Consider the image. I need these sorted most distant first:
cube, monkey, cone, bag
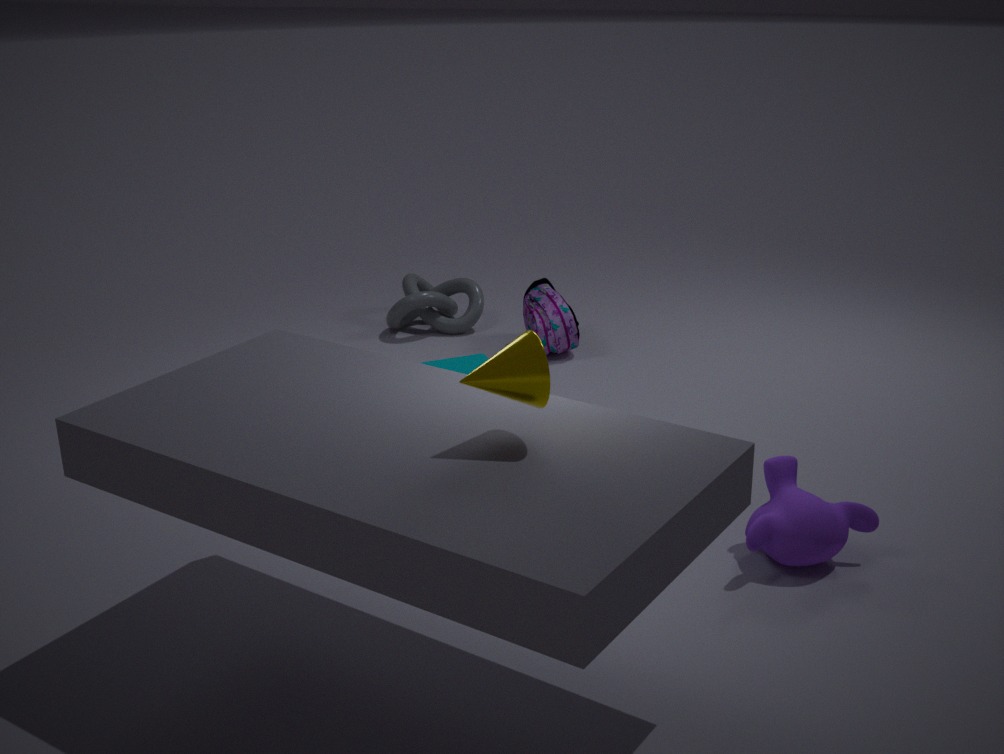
bag, cube, monkey, cone
